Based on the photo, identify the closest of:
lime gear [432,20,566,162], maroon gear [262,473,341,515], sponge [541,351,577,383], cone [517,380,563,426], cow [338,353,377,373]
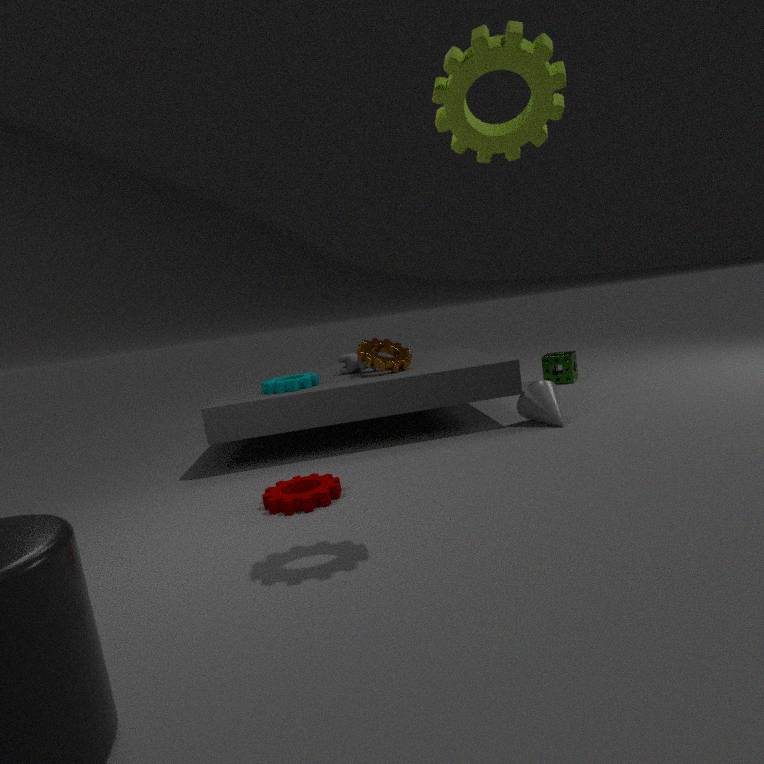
lime gear [432,20,566,162]
